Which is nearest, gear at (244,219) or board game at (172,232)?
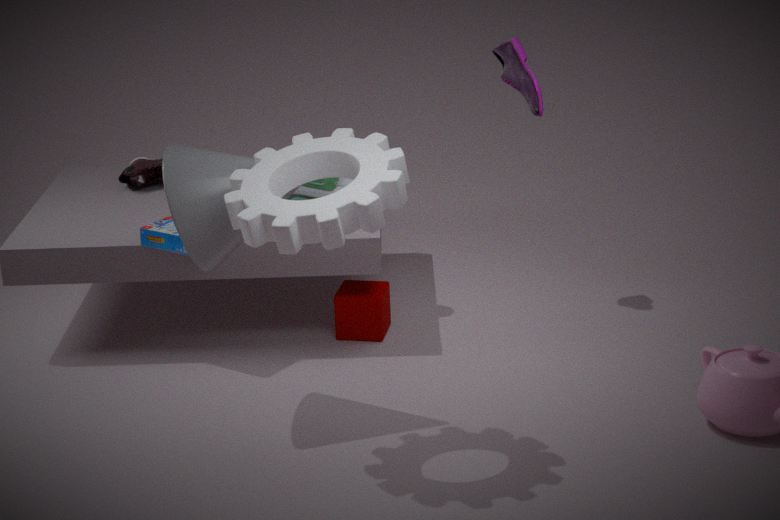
gear at (244,219)
